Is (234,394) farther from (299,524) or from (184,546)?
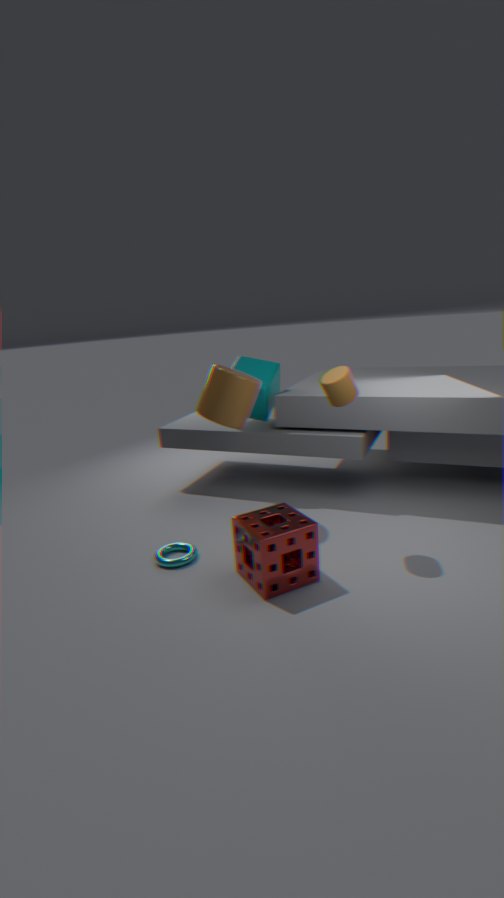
(299,524)
